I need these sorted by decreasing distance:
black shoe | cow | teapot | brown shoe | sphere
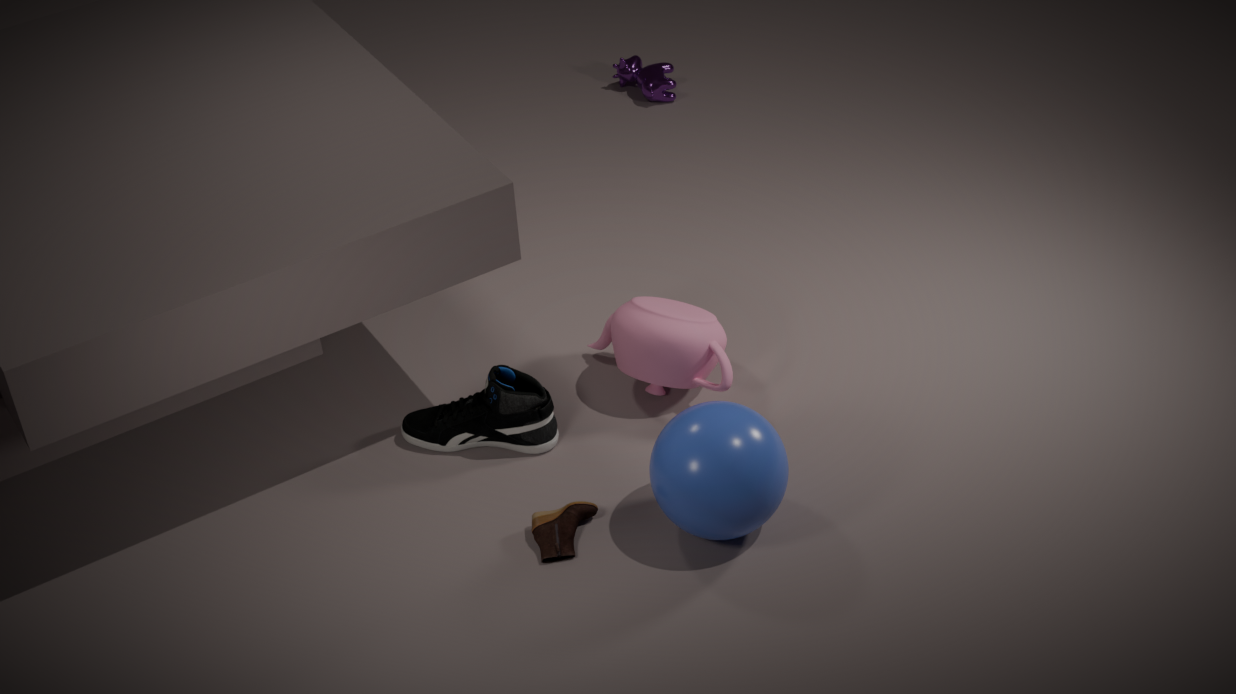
cow
teapot
black shoe
brown shoe
sphere
